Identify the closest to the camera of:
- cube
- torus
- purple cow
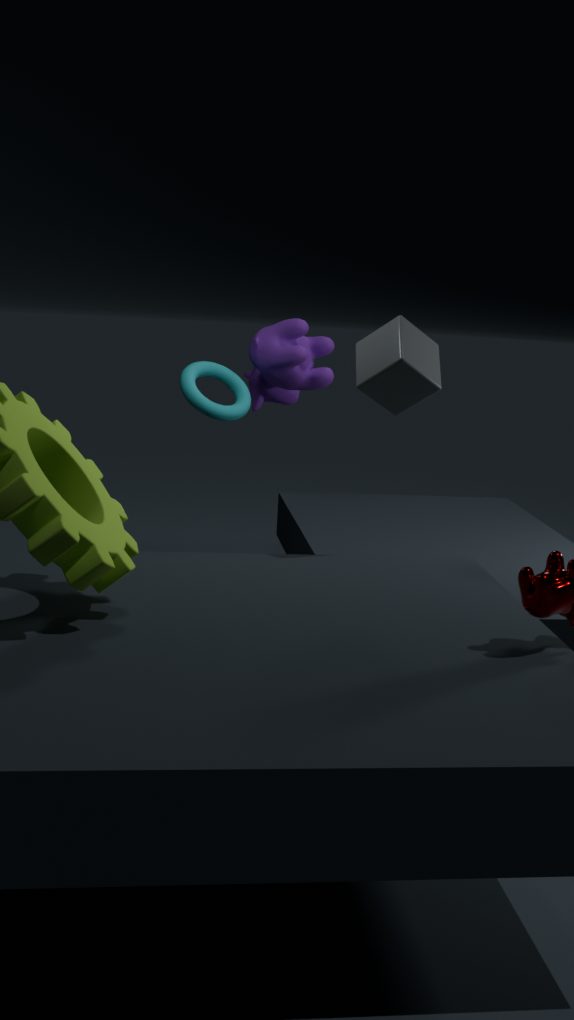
cube
